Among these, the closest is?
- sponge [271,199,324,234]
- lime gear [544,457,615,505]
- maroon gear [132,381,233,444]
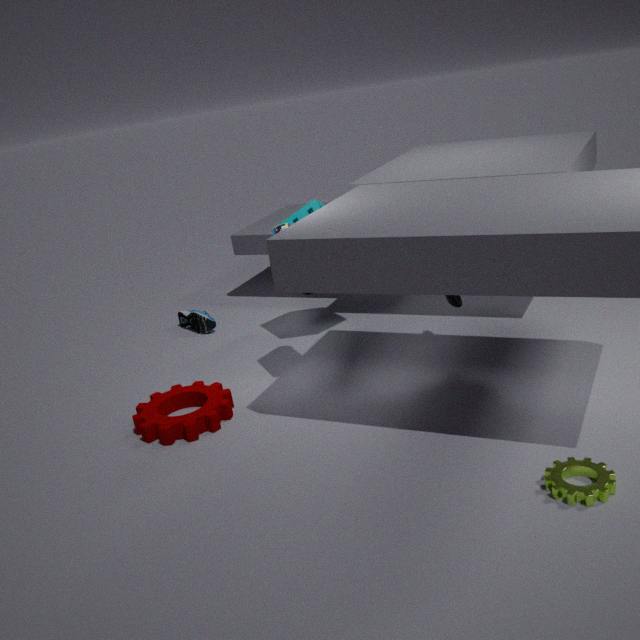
lime gear [544,457,615,505]
